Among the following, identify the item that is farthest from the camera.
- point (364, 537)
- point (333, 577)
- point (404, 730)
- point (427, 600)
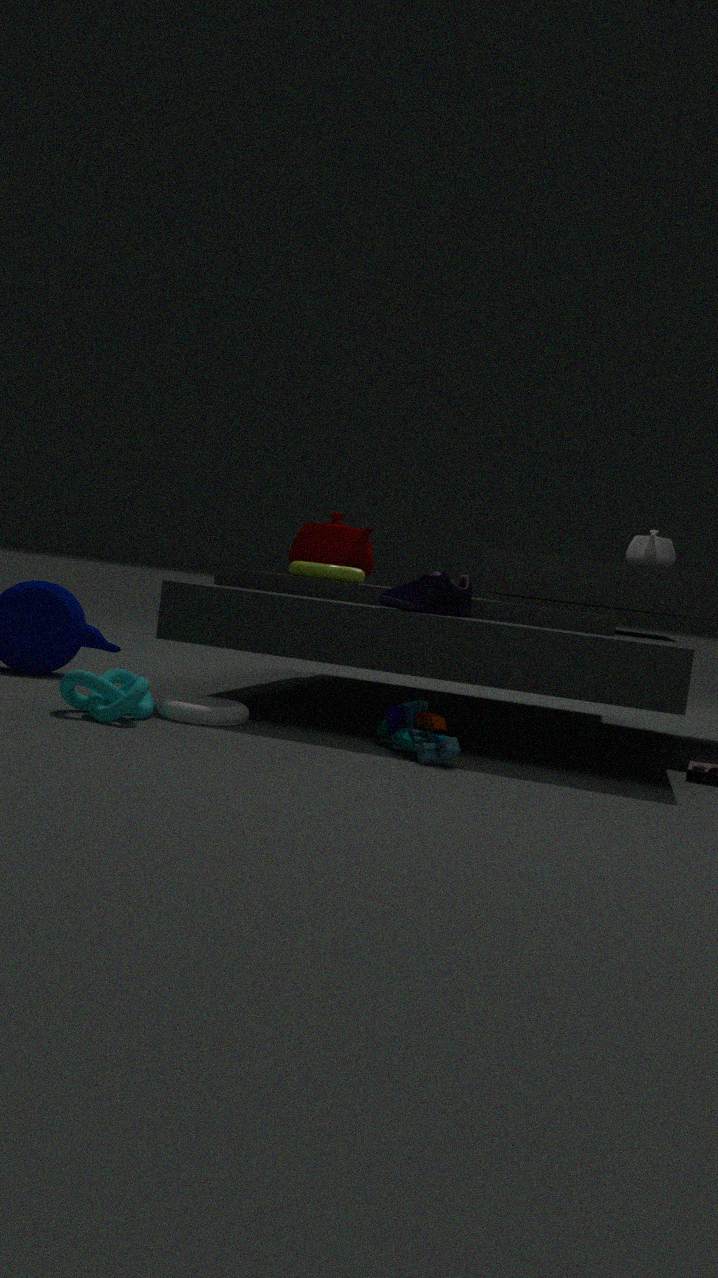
point (364, 537)
